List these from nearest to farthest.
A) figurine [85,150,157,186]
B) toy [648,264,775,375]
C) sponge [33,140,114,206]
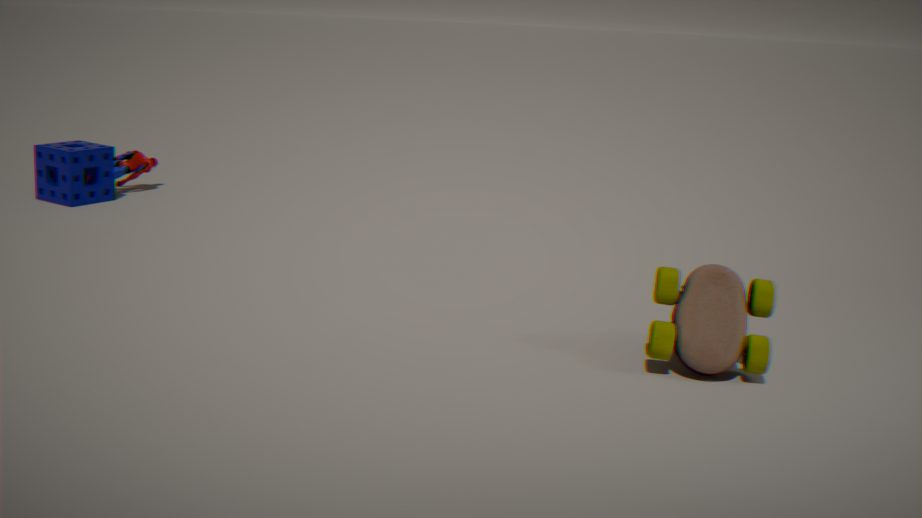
toy [648,264,775,375], sponge [33,140,114,206], figurine [85,150,157,186]
